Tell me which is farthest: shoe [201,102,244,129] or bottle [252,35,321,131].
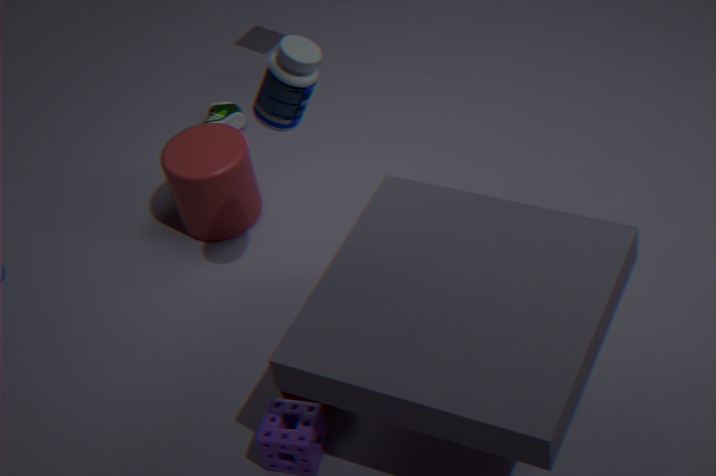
shoe [201,102,244,129]
